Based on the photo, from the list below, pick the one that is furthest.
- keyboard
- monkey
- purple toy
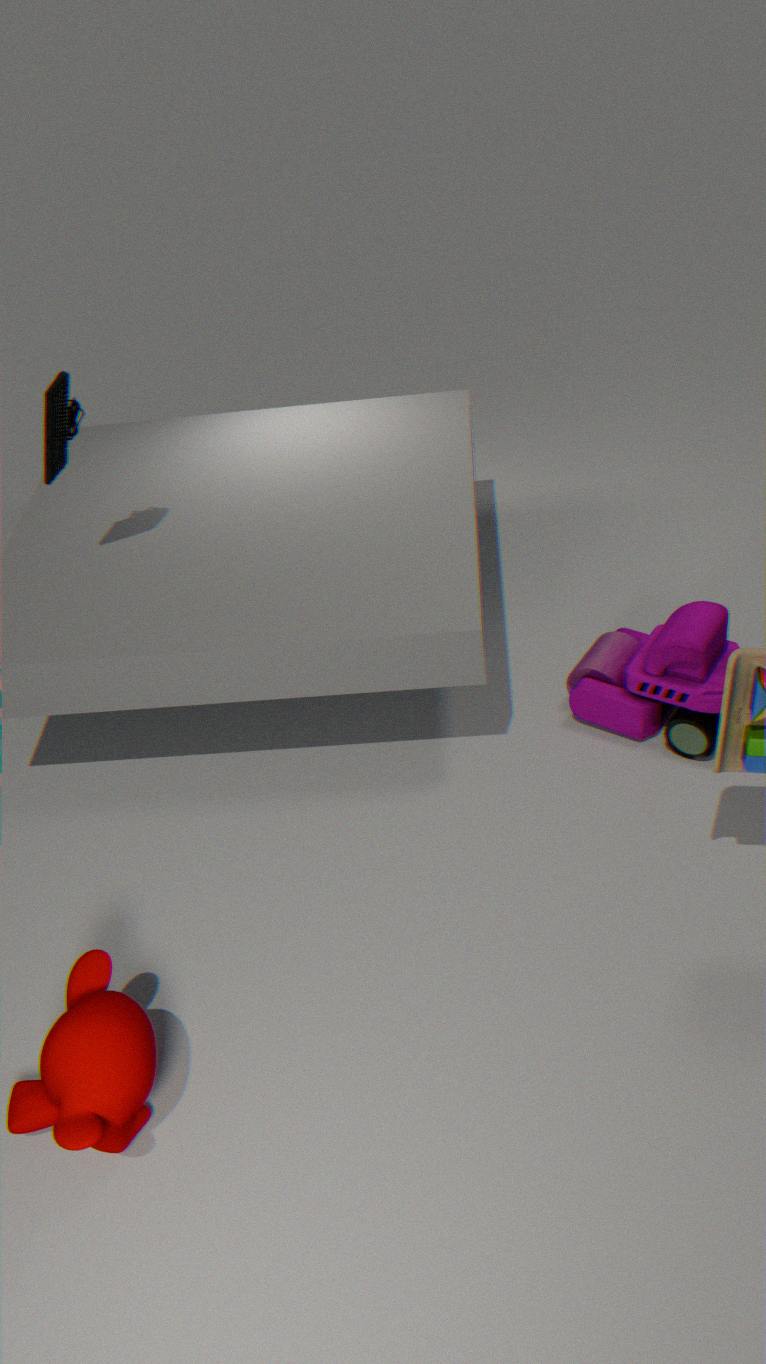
purple toy
